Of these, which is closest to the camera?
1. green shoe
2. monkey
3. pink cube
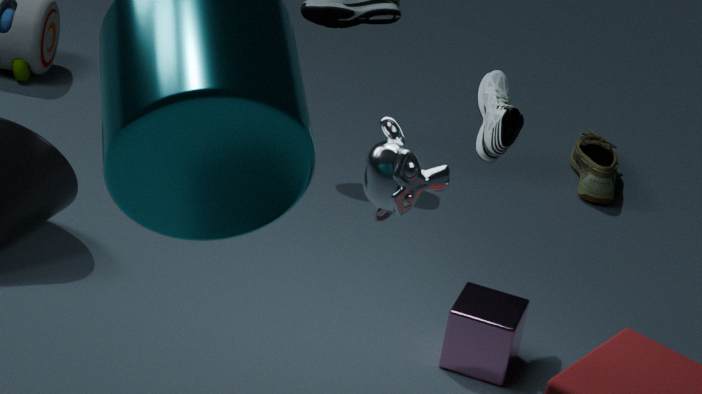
monkey
